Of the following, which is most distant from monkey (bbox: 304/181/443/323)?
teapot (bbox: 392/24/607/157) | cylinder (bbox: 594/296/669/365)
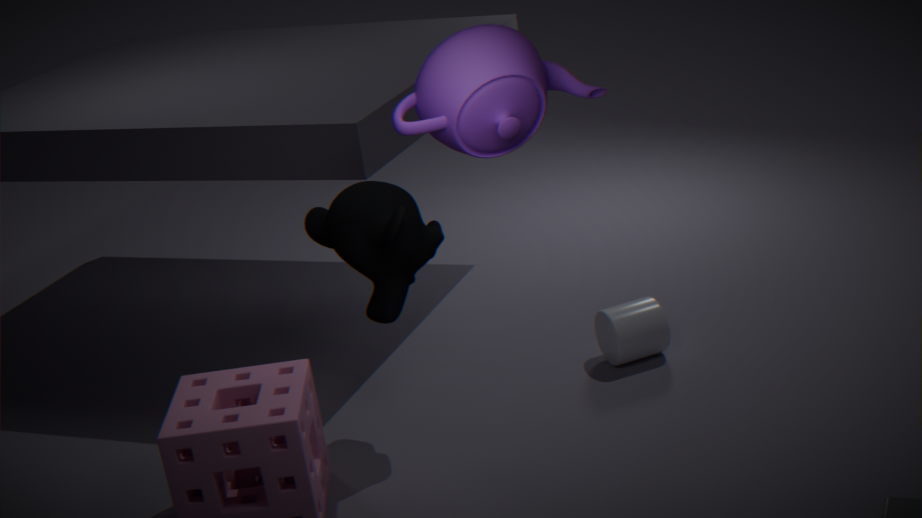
cylinder (bbox: 594/296/669/365)
